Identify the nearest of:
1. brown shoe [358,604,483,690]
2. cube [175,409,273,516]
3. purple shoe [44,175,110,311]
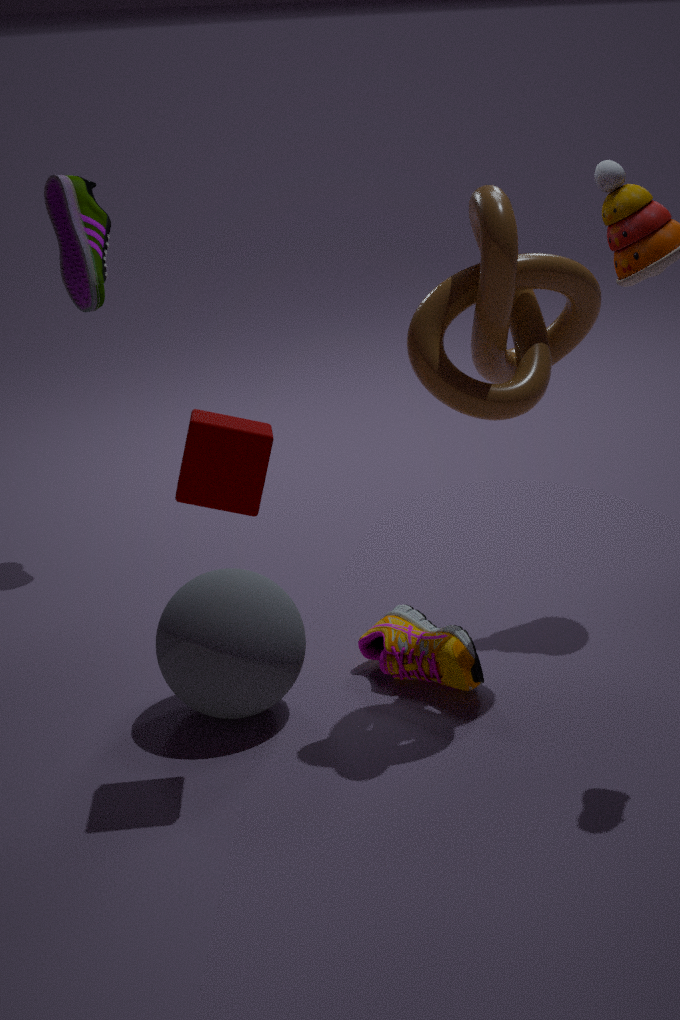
A: cube [175,409,273,516]
